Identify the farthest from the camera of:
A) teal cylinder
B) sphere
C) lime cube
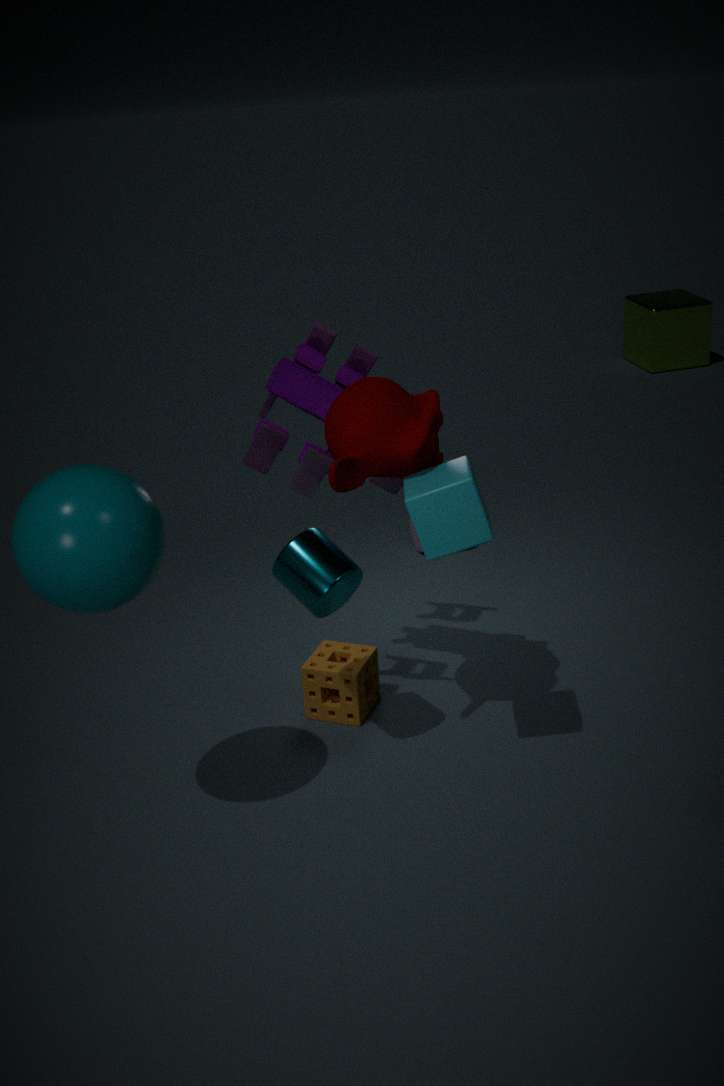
lime cube
